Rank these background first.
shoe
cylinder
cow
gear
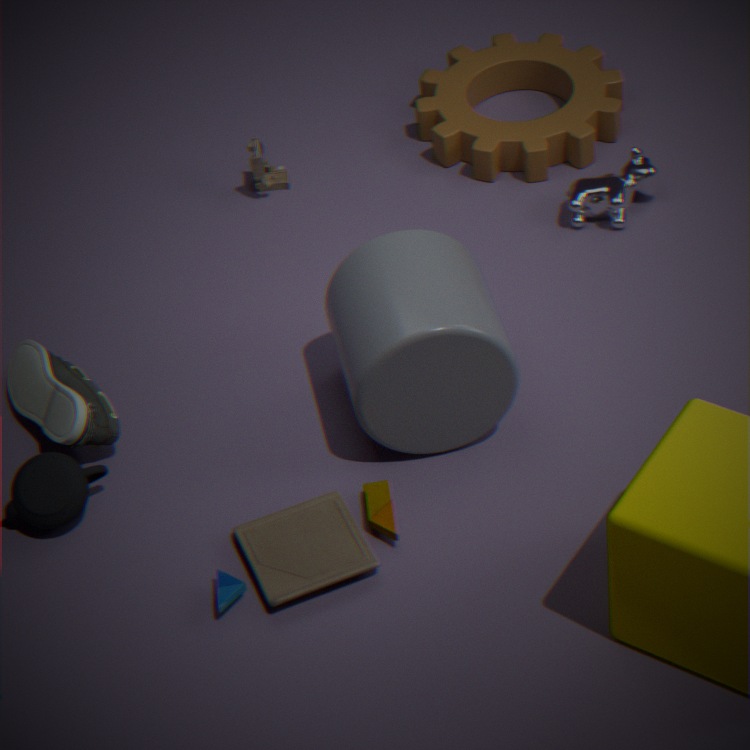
gear → cow → shoe → cylinder
